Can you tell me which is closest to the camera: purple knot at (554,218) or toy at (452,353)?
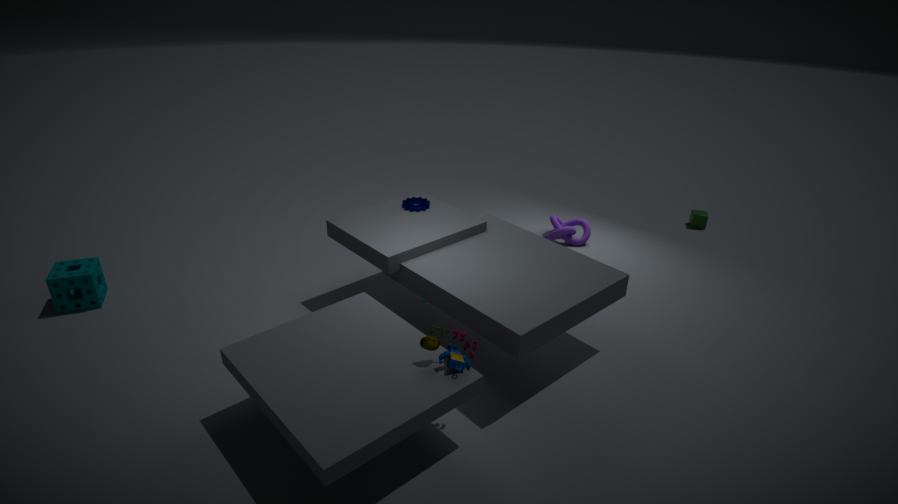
toy at (452,353)
